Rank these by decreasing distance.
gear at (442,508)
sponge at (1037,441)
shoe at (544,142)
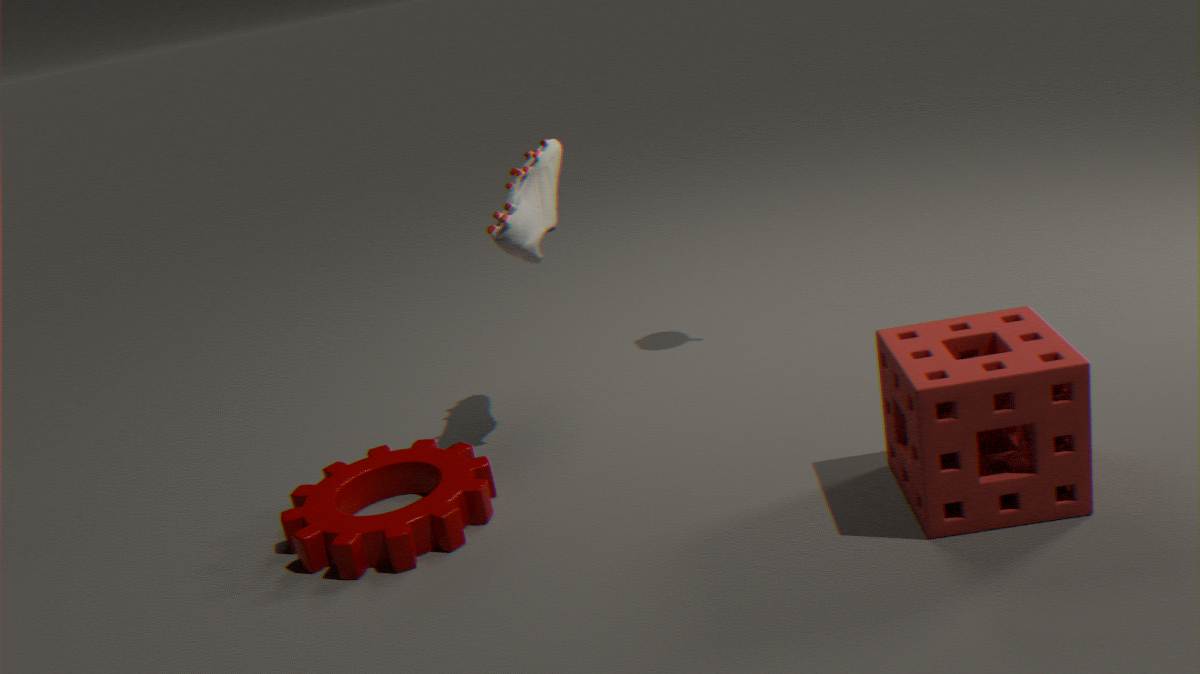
shoe at (544,142)
gear at (442,508)
sponge at (1037,441)
